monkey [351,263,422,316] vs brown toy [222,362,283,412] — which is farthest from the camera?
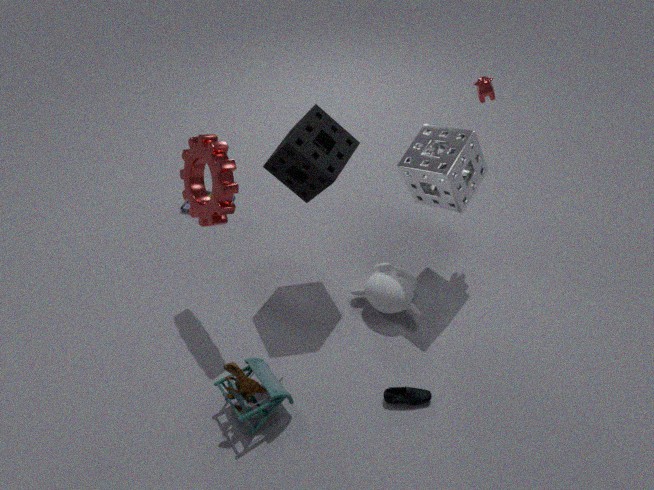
monkey [351,263,422,316]
